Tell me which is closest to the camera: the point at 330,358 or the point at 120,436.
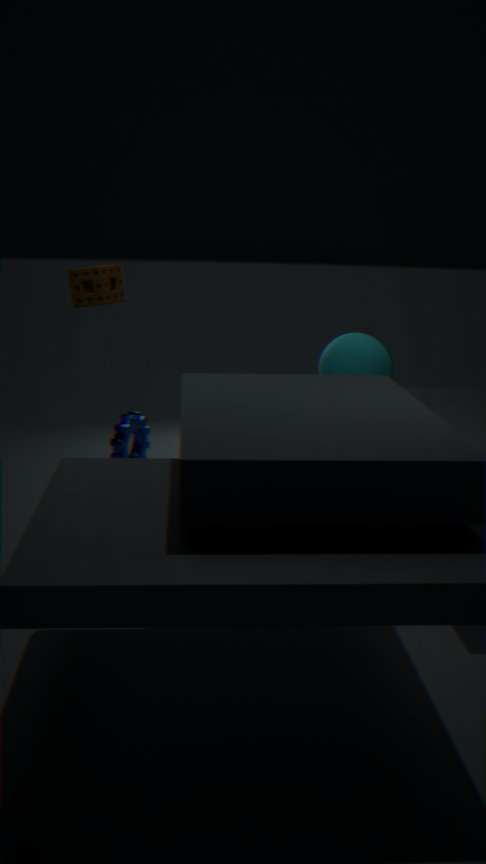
the point at 120,436
